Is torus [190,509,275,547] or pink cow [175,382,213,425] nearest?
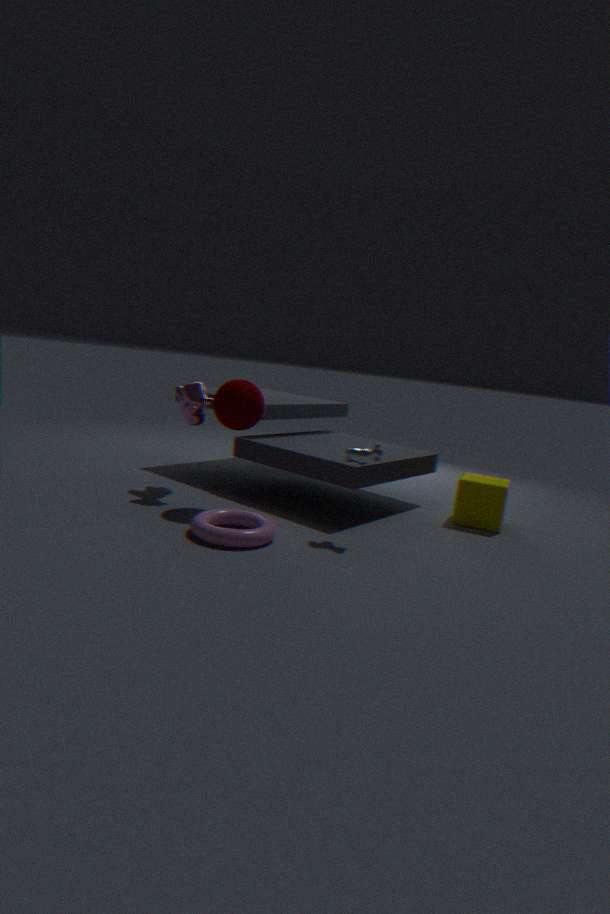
torus [190,509,275,547]
